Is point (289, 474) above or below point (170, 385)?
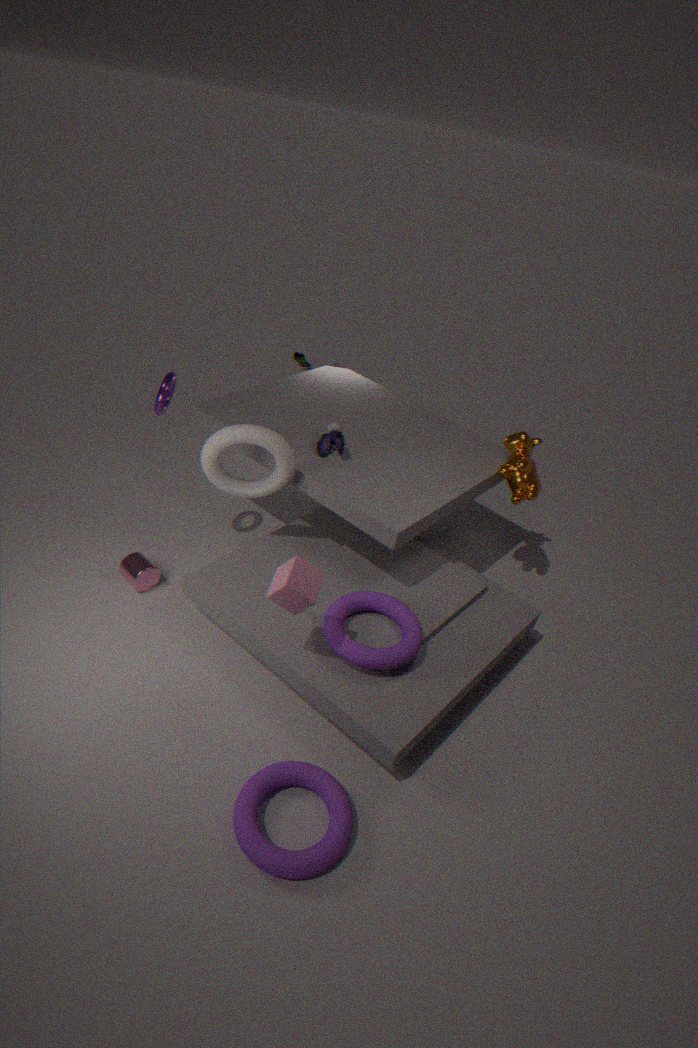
below
